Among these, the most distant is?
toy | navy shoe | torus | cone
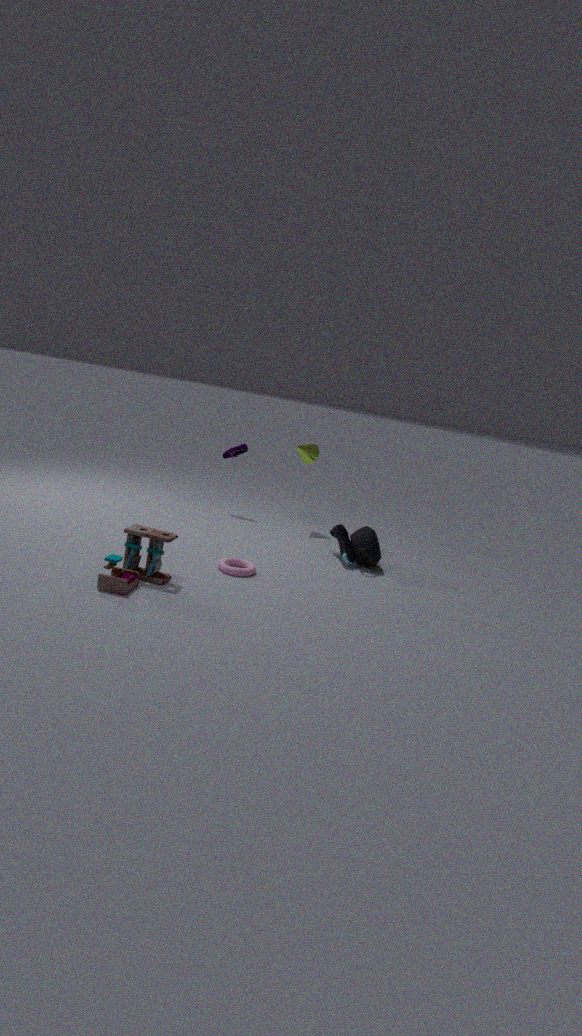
cone
